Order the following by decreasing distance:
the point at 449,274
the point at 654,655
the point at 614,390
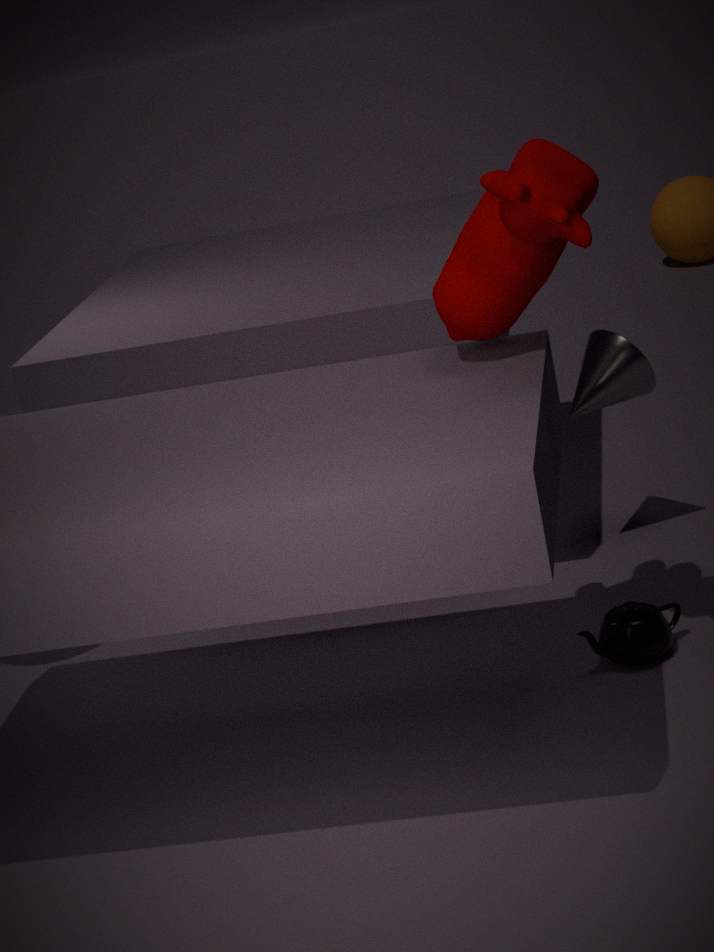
the point at 614,390 < the point at 654,655 < the point at 449,274
